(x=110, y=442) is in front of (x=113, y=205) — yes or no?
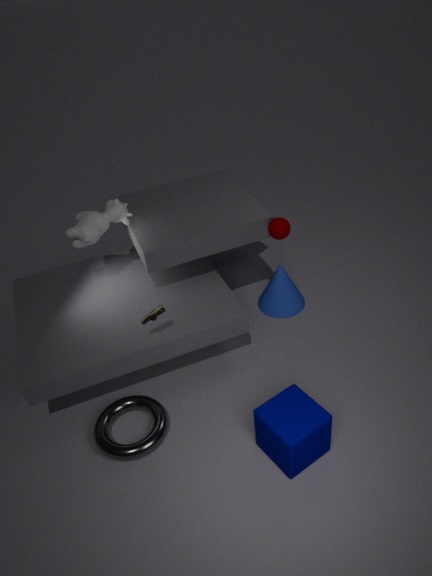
Yes
